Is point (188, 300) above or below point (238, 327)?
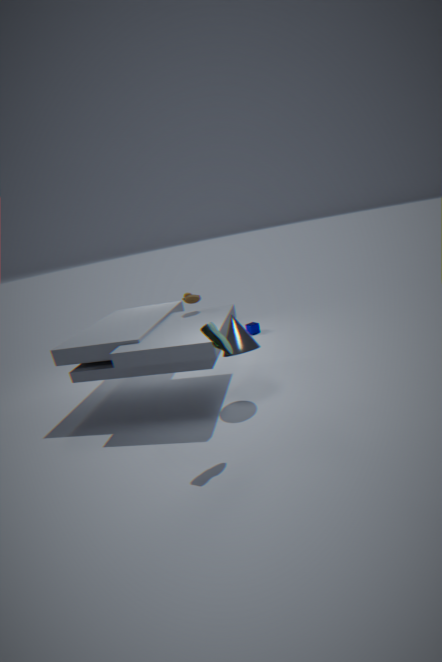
above
